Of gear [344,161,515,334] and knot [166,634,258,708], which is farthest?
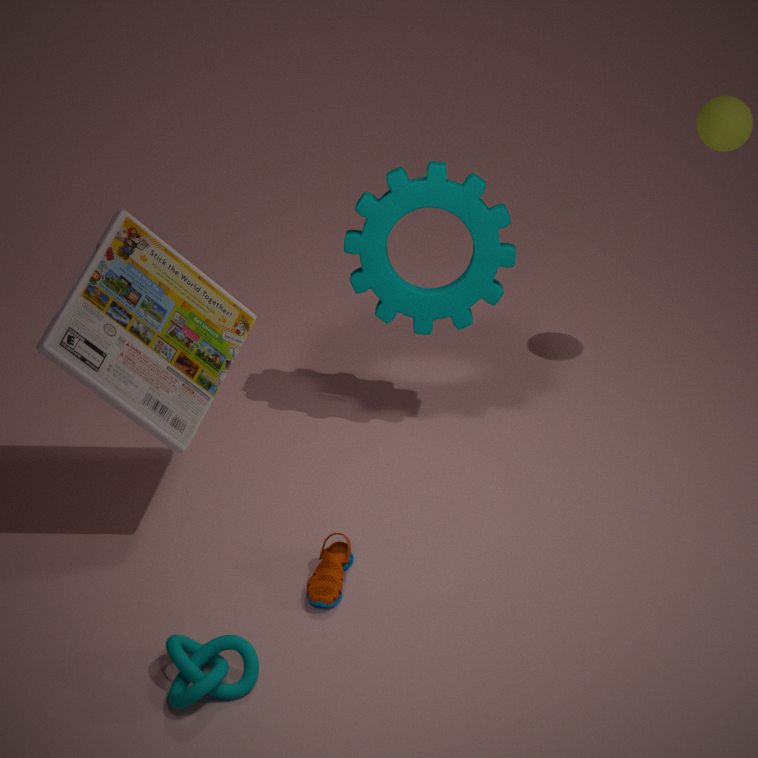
gear [344,161,515,334]
